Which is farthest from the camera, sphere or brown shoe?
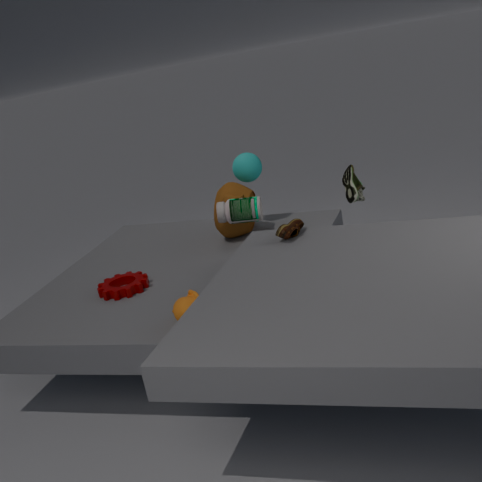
sphere
